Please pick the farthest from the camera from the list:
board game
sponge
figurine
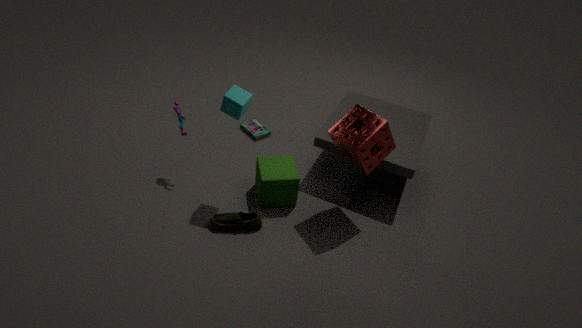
board game
